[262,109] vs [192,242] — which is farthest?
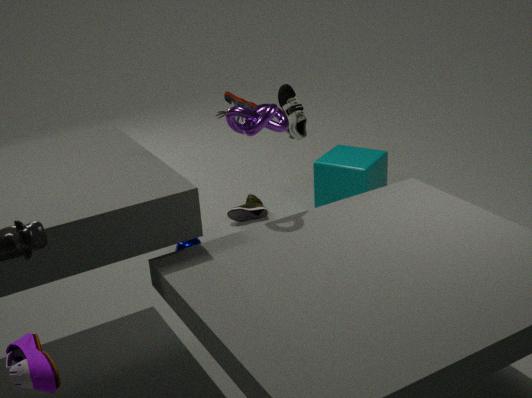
[192,242]
